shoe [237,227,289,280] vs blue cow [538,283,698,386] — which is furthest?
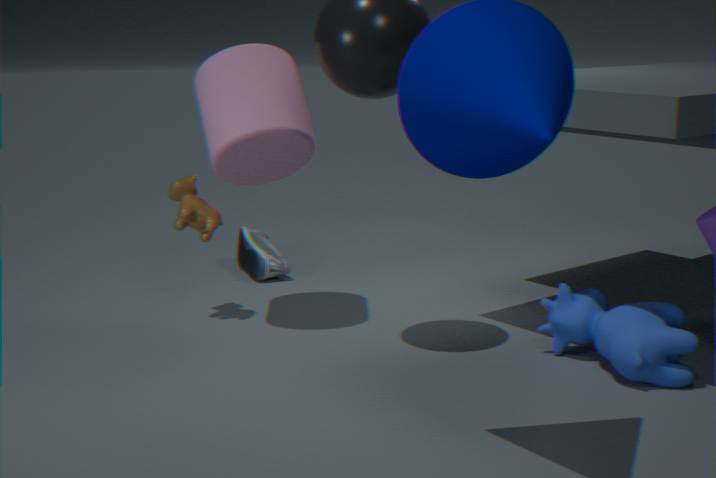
shoe [237,227,289,280]
